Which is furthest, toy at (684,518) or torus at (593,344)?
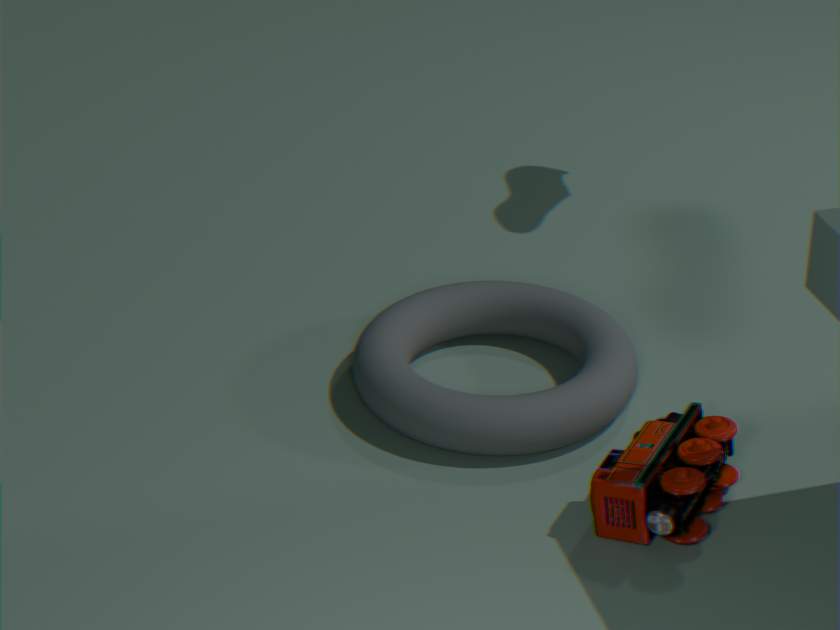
torus at (593,344)
